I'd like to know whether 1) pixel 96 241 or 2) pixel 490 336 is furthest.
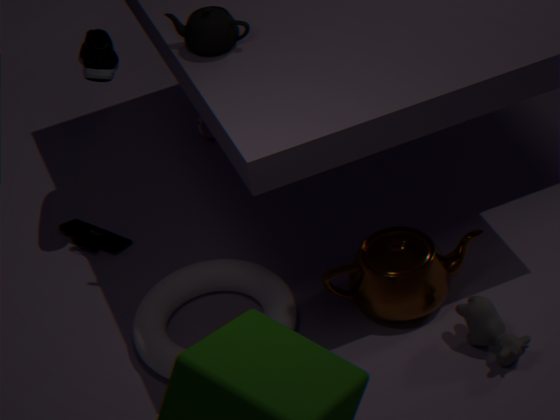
1. pixel 96 241
